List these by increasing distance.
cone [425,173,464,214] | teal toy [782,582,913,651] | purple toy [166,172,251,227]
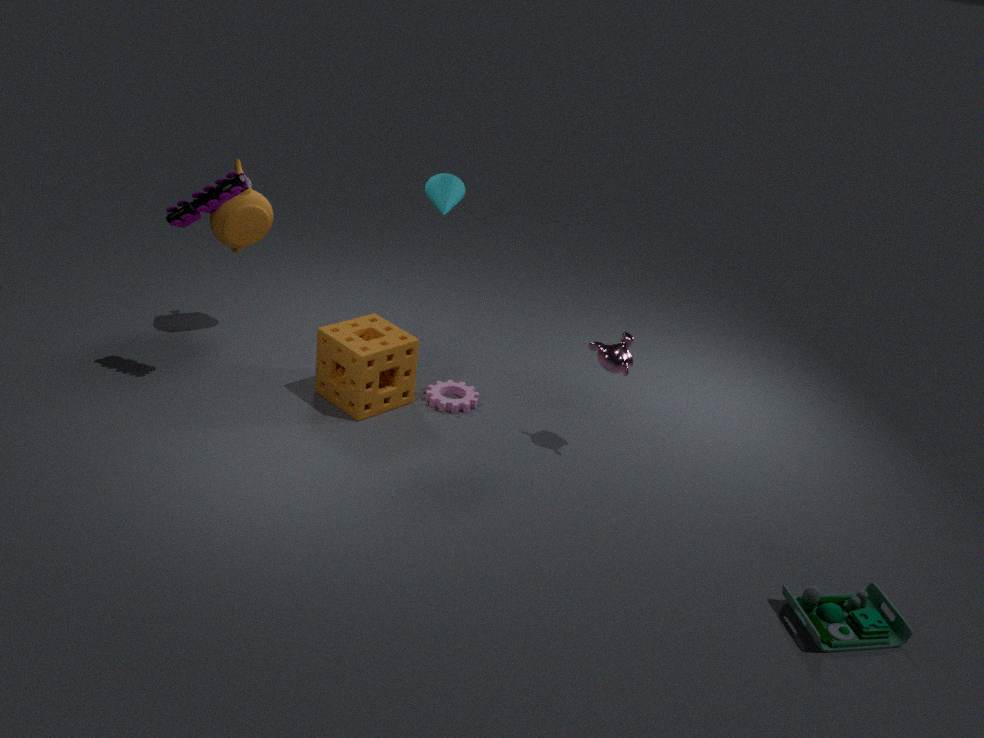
teal toy [782,582,913,651]
purple toy [166,172,251,227]
cone [425,173,464,214]
